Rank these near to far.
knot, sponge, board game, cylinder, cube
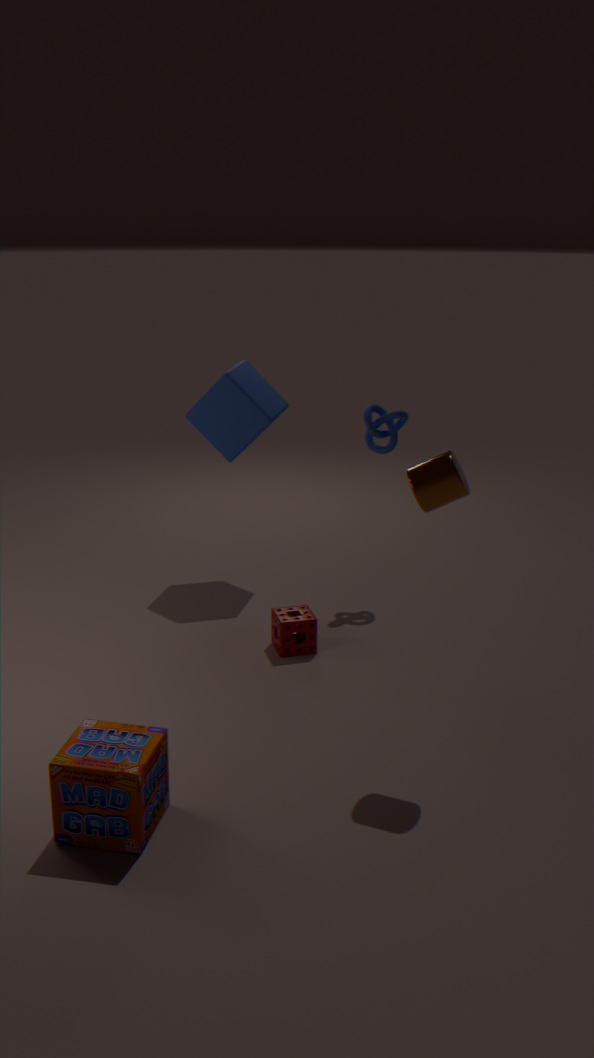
board game < cylinder < sponge < knot < cube
